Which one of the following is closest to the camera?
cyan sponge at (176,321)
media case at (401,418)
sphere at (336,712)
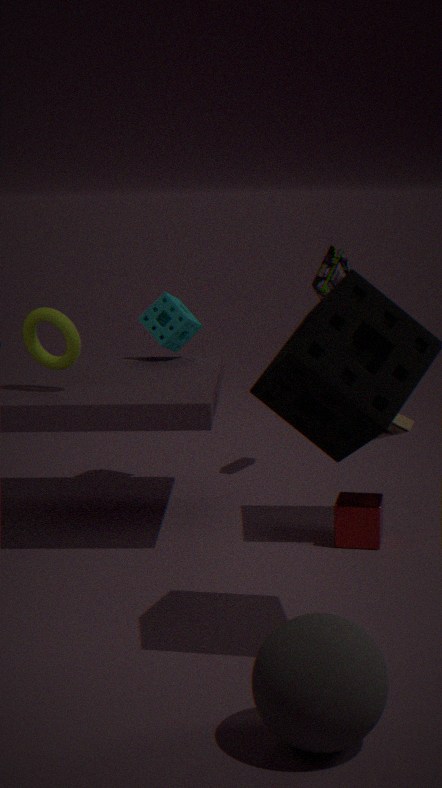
sphere at (336,712)
